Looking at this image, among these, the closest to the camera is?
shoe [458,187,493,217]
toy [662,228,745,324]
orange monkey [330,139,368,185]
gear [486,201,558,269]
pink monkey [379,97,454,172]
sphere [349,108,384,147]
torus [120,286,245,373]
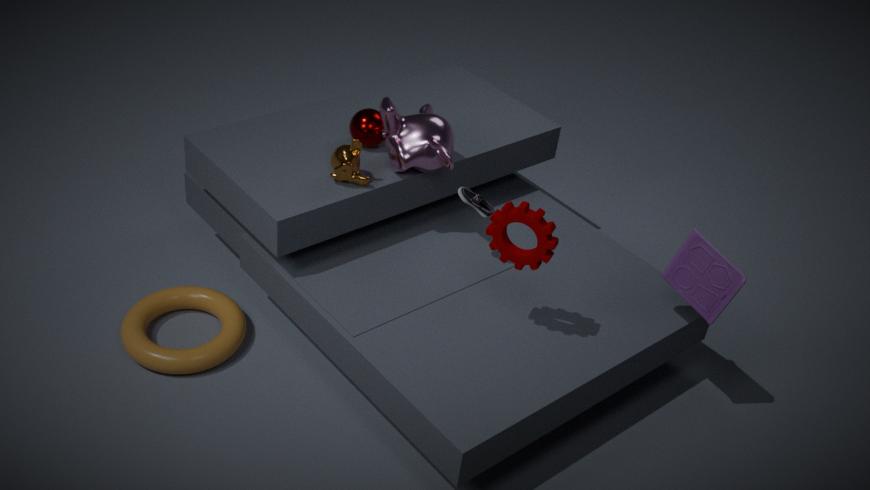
gear [486,201,558,269]
